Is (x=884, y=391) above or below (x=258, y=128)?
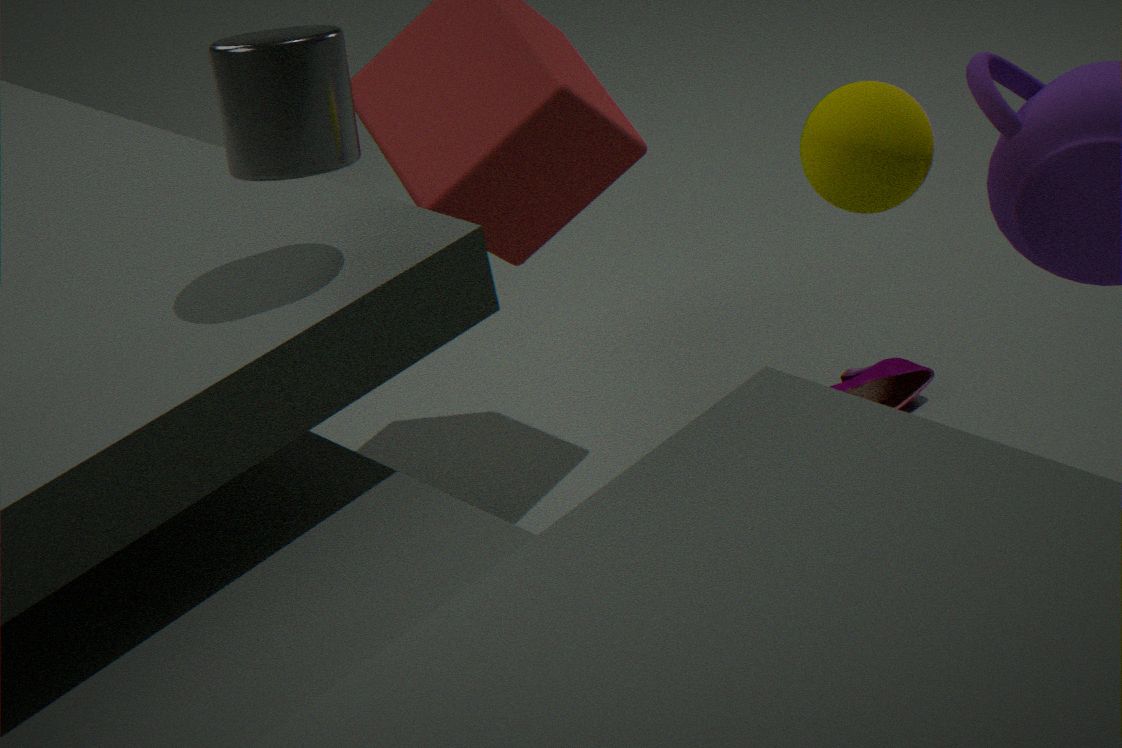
below
